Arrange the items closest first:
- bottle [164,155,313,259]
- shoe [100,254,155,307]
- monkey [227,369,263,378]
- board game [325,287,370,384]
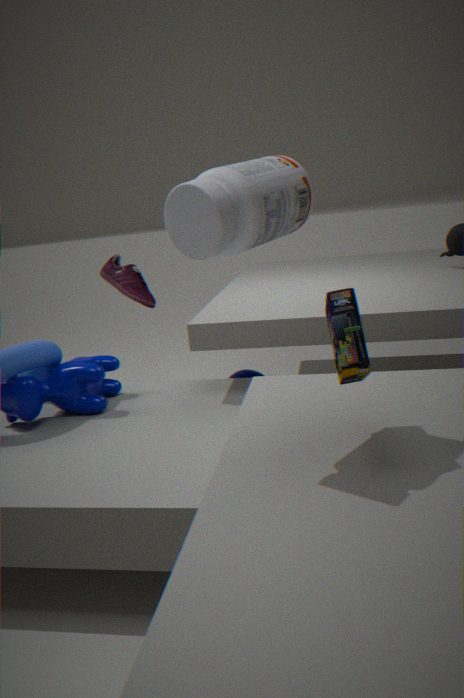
bottle [164,155,313,259]
board game [325,287,370,384]
monkey [227,369,263,378]
shoe [100,254,155,307]
